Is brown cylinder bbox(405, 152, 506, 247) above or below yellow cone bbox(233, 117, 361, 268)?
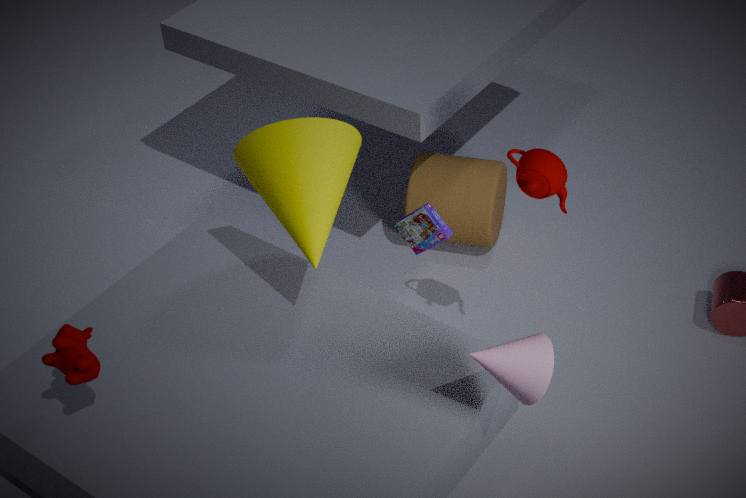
below
